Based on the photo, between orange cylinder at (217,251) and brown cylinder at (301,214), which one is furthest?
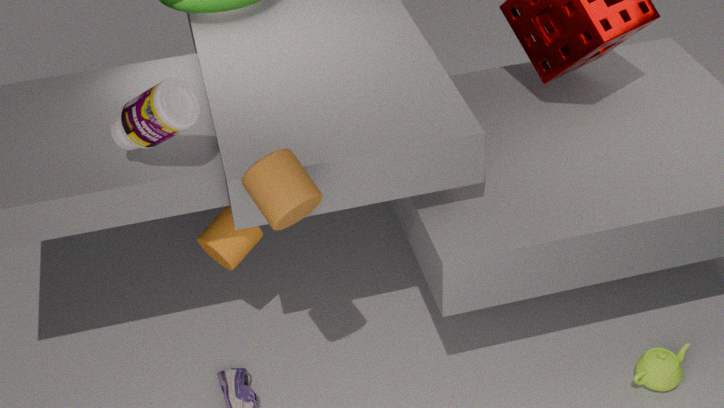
orange cylinder at (217,251)
